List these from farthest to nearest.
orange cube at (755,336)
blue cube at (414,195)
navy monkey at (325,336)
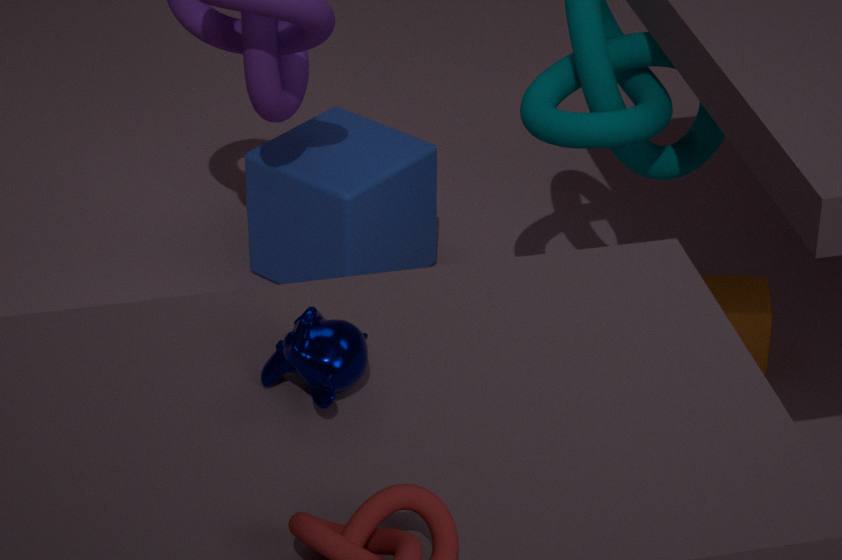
blue cube at (414,195) → orange cube at (755,336) → navy monkey at (325,336)
